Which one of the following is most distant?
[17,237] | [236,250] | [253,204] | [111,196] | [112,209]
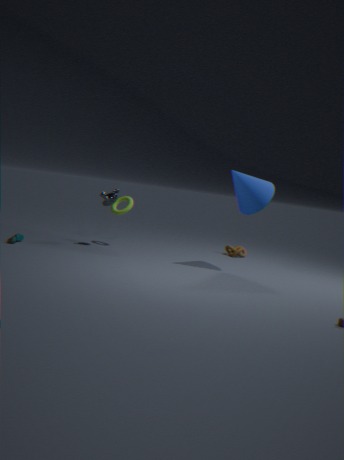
[236,250]
